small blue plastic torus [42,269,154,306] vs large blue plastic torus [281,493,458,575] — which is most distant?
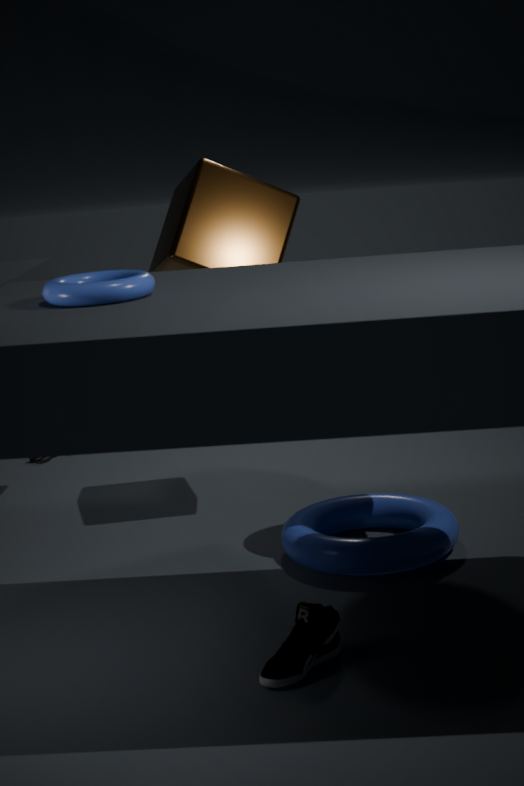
large blue plastic torus [281,493,458,575]
